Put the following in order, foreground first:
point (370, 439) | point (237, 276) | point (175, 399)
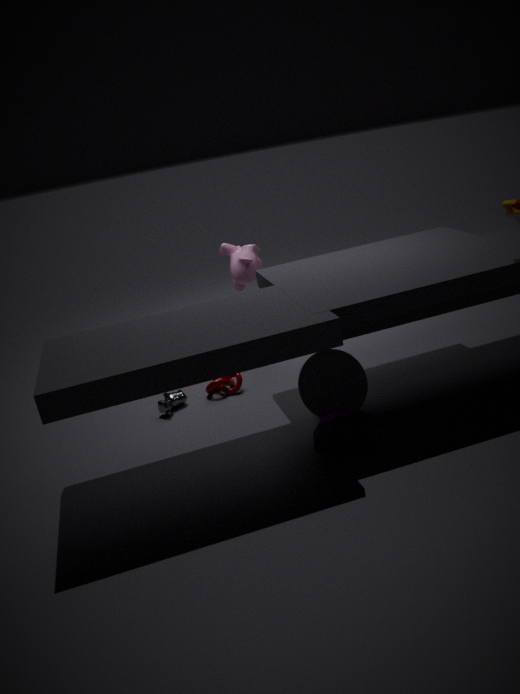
point (370, 439) → point (175, 399) → point (237, 276)
